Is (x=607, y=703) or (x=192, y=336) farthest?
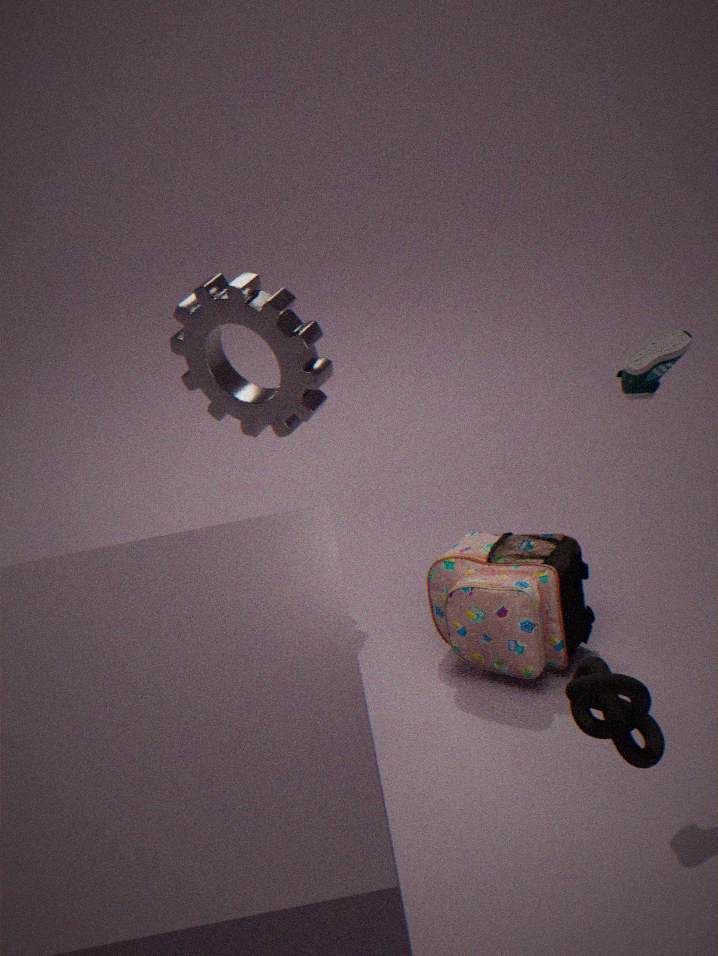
(x=192, y=336)
